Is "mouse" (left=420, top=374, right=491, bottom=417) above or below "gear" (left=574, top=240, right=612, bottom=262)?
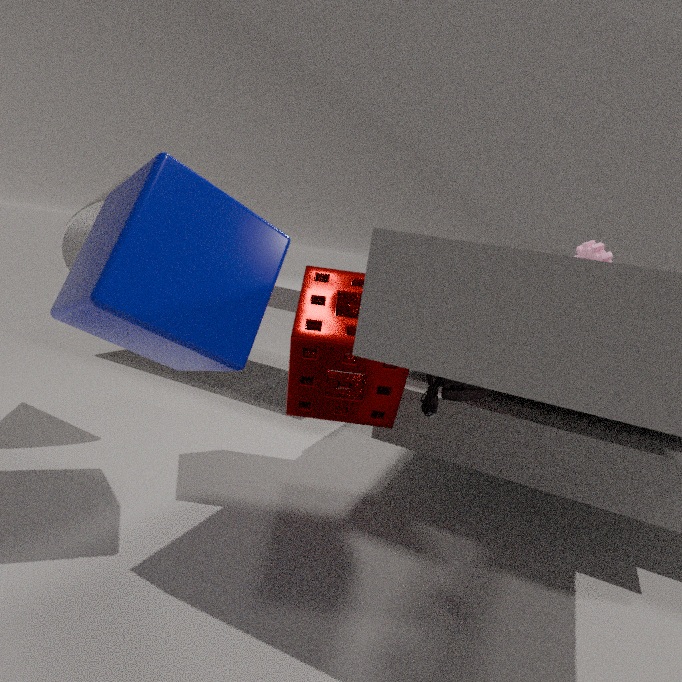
below
